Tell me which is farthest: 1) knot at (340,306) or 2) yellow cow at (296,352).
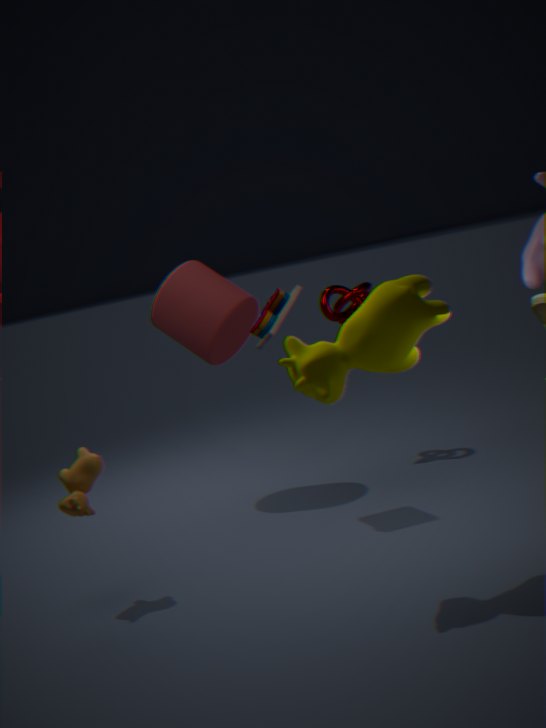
1. knot at (340,306)
